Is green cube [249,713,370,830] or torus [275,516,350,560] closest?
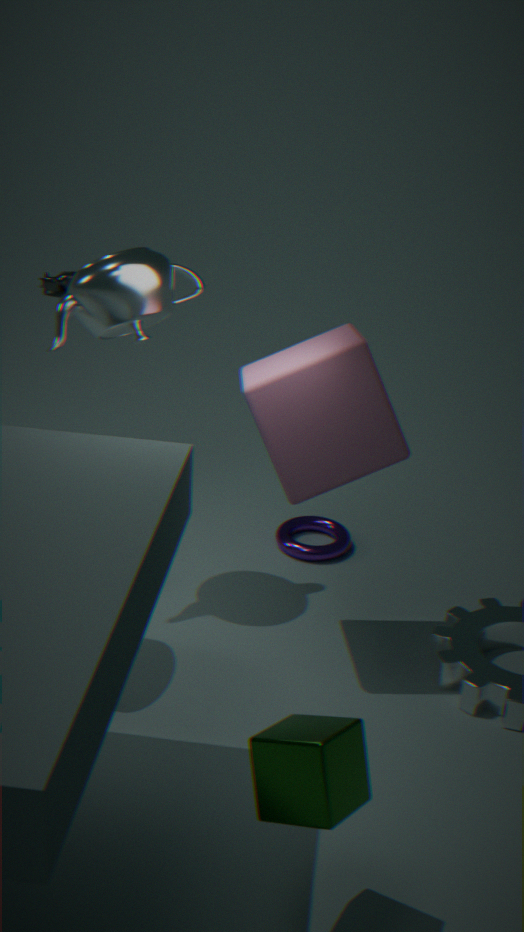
green cube [249,713,370,830]
